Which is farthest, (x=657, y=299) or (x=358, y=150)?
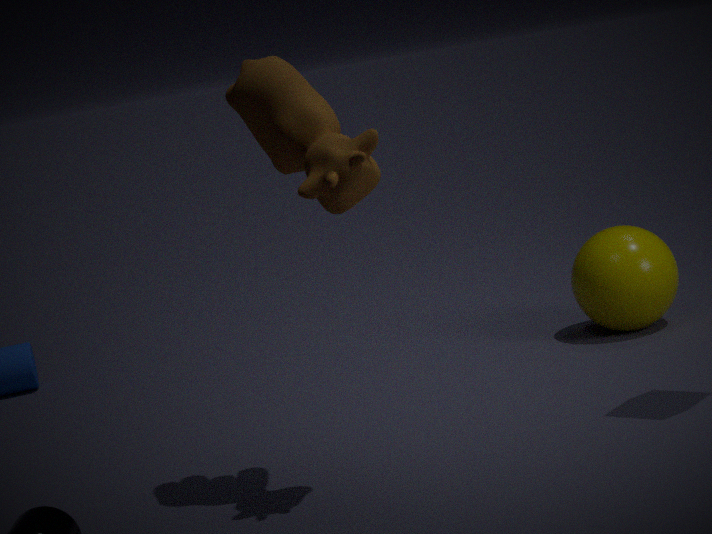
(x=657, y=299)
